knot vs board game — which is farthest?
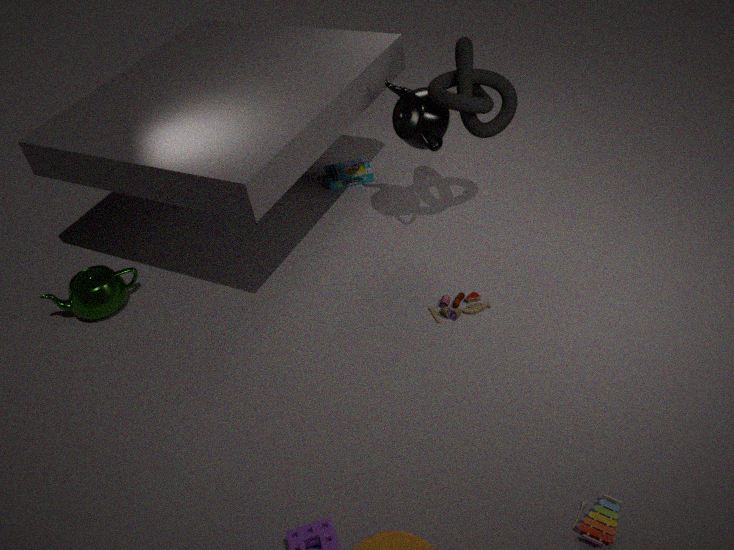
board game
